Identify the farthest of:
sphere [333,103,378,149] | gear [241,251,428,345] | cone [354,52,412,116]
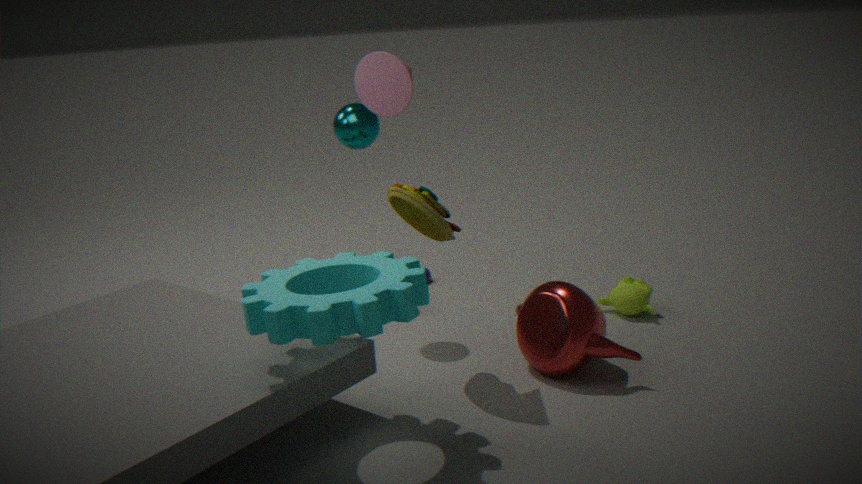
sphere [333,103,378,149]
